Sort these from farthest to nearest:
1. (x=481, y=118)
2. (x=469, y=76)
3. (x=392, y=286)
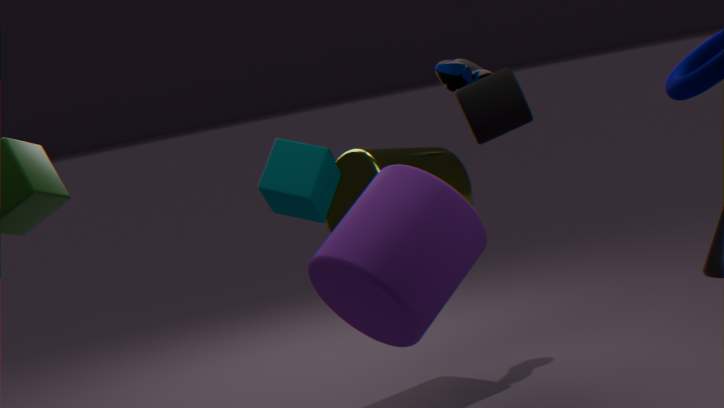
(x=469, y=76) → (x=481, y=118) → (x=392, y=286)
